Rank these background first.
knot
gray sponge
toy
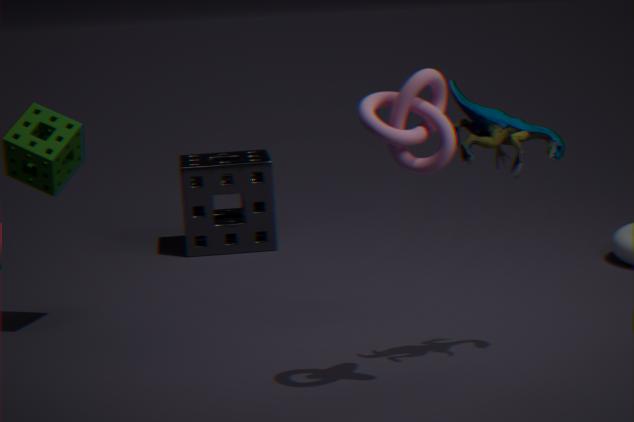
gray sponge
toy
knot
